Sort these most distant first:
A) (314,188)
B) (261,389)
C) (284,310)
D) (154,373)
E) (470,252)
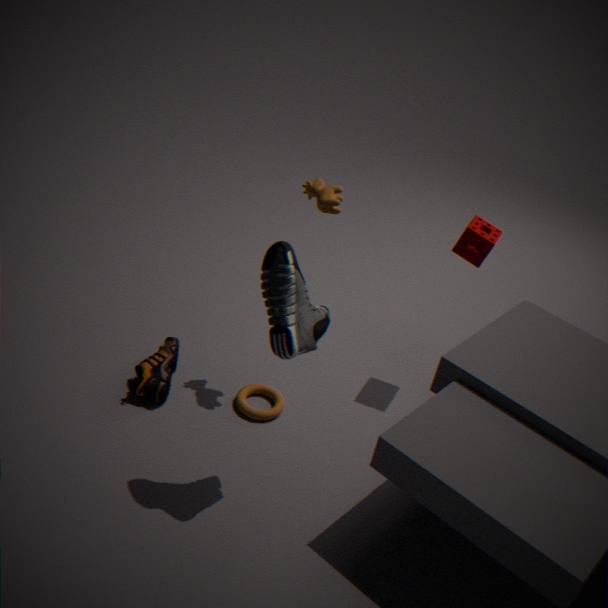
(261,389), (470,252), (154,373), (314,188), (284,310)
